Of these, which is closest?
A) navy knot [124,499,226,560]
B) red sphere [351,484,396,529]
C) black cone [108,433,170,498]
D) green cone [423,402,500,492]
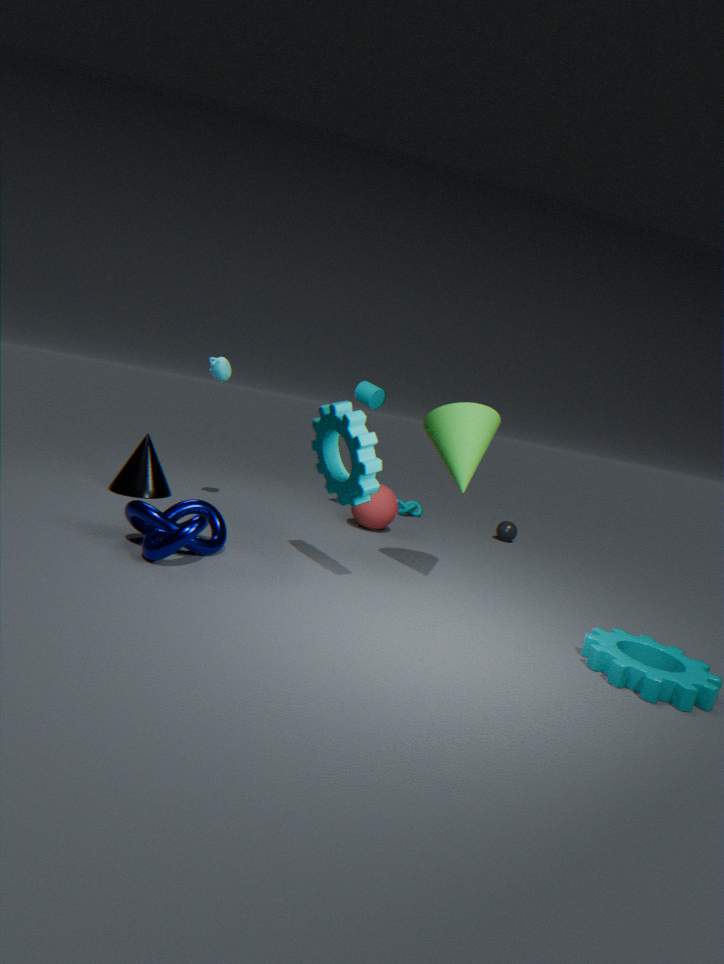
navy knot [124,499,226,560]
